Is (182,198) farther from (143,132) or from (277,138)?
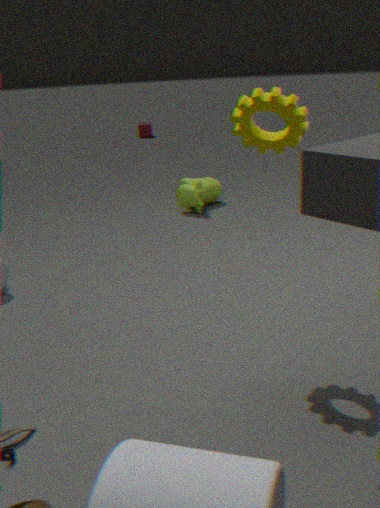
(143,132)
